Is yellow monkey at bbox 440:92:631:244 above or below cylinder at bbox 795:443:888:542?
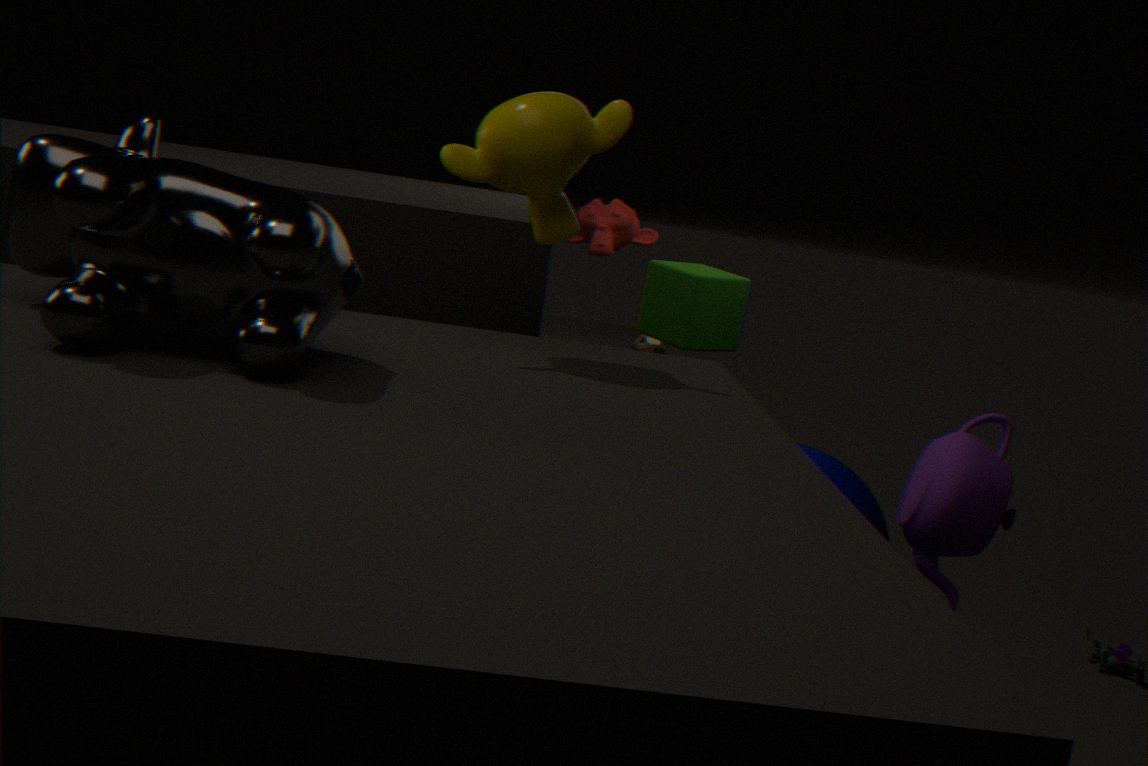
above
